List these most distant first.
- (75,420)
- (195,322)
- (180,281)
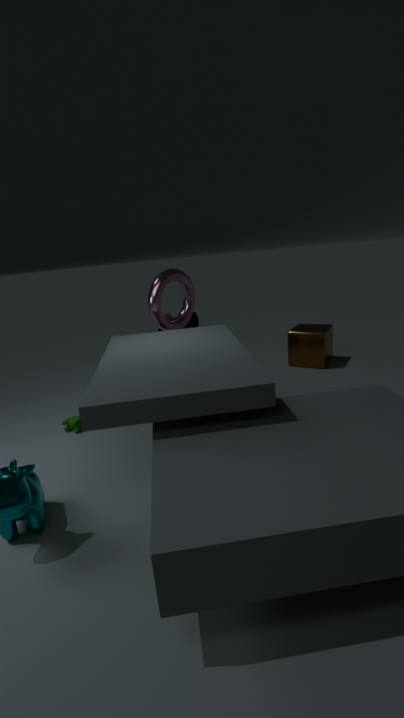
(195,322)
(180,281)
(75,420)
